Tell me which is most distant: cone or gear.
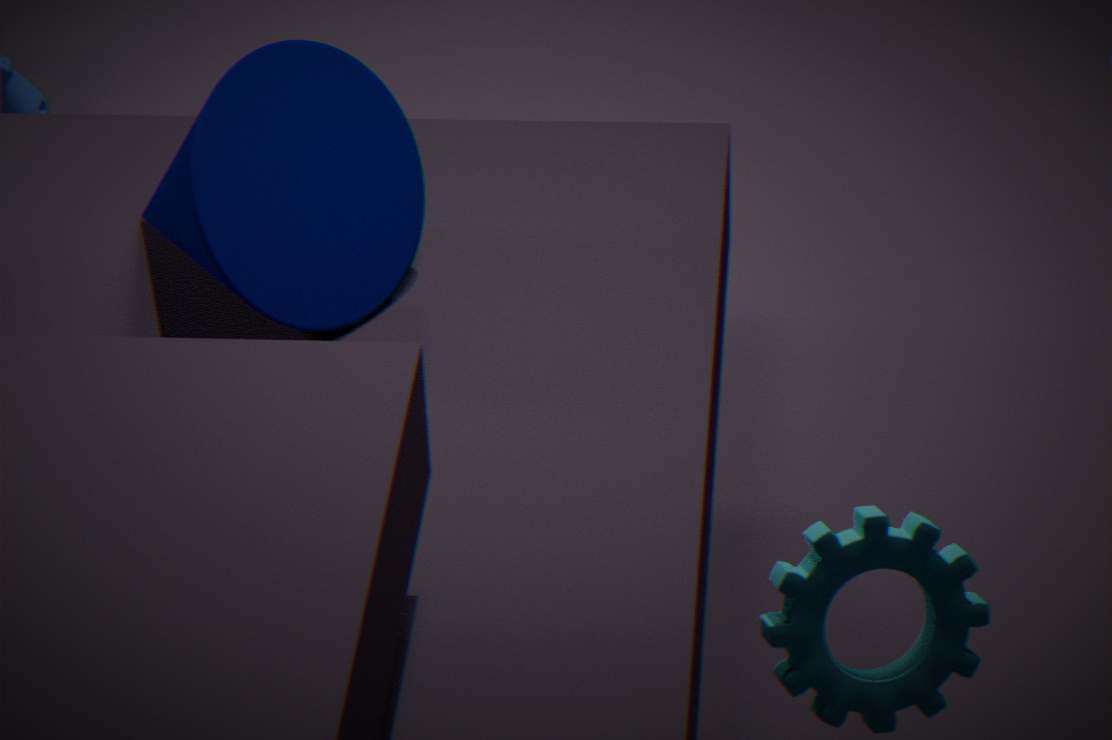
cone
